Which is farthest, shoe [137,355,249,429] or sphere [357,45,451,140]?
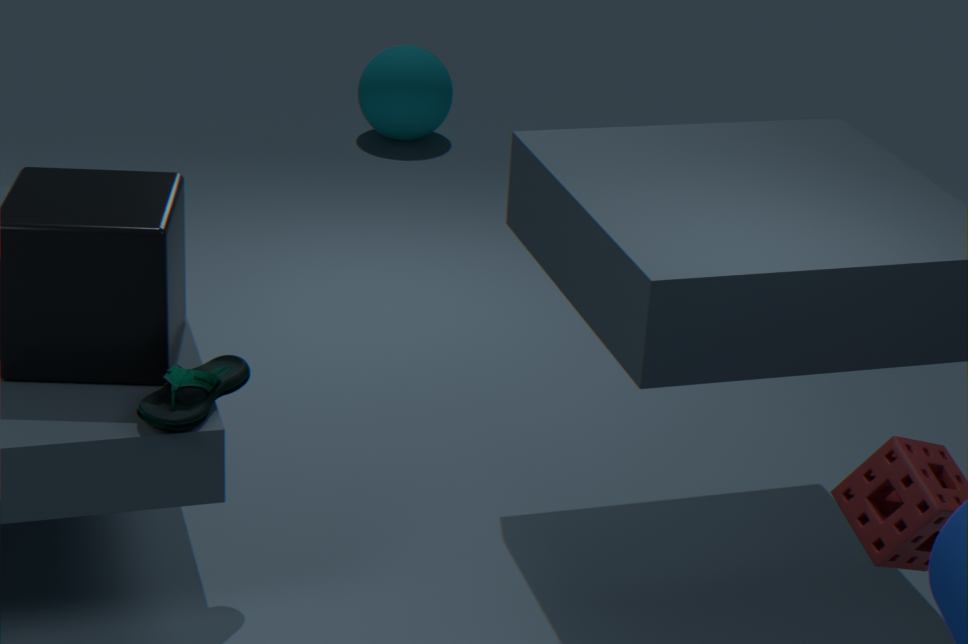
sphere [357,45,451,140]
